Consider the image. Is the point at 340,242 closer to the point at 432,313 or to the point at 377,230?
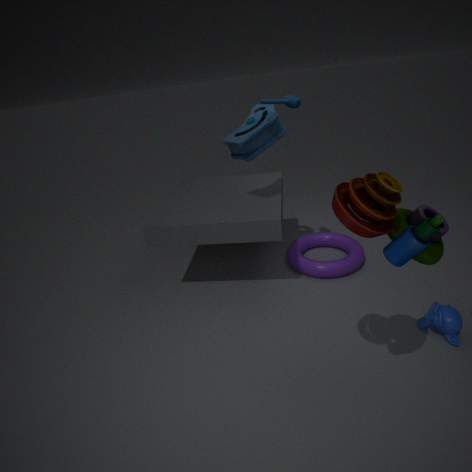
the point at 432,313
